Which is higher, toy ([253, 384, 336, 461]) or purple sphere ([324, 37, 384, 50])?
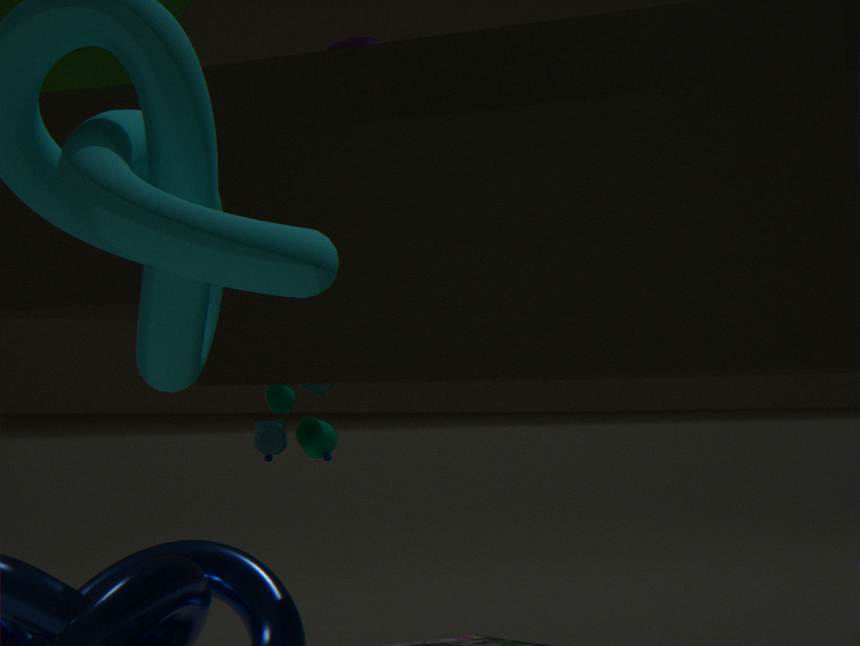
purple sphere ([324, 37, 384, 50])
